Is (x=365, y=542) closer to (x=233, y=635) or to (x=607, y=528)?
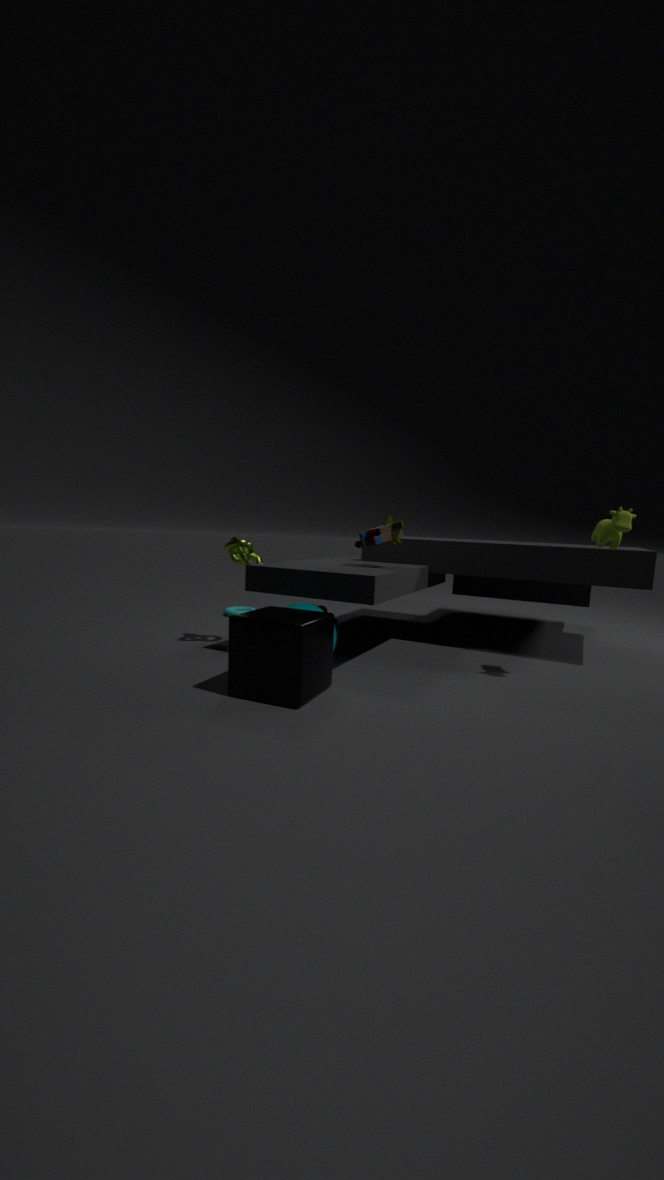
(x=233, y=635)
